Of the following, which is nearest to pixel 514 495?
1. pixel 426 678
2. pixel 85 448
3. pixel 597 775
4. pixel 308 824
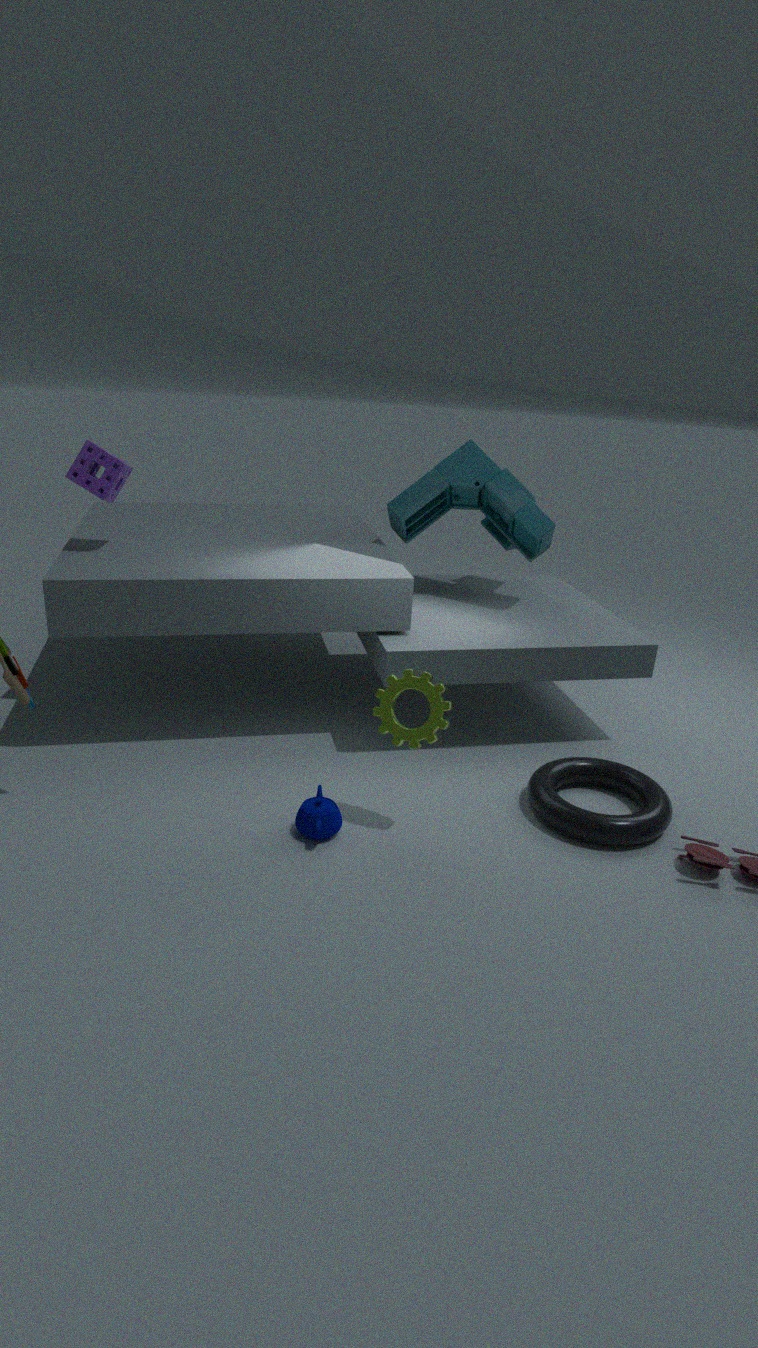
pixel 426 678
